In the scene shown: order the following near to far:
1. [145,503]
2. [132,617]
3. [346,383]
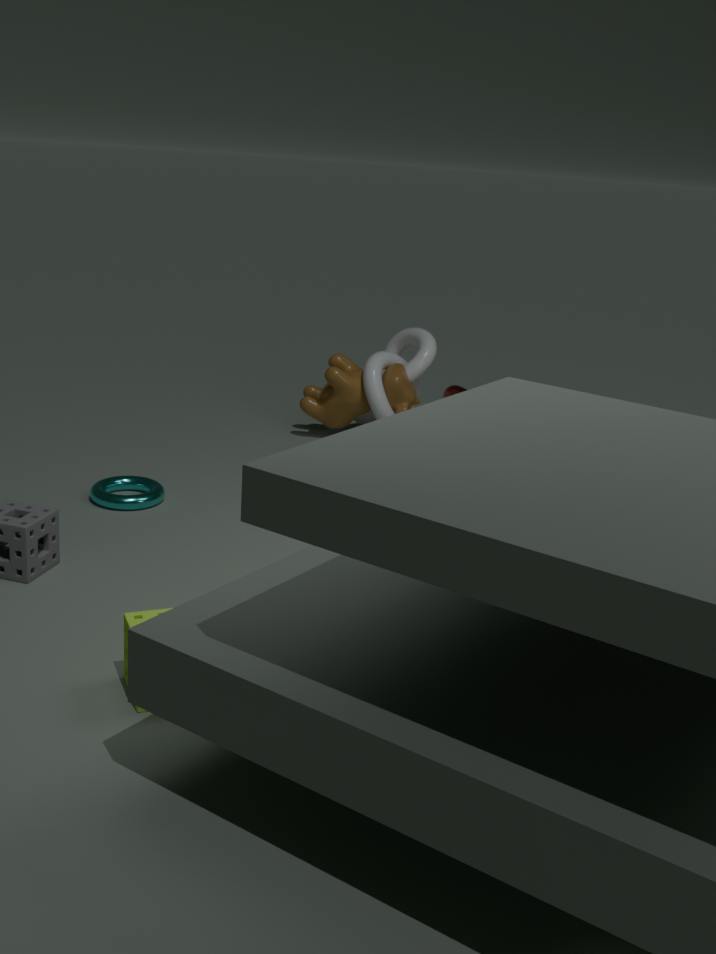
[132,617] → [145,503] → [346,383]
